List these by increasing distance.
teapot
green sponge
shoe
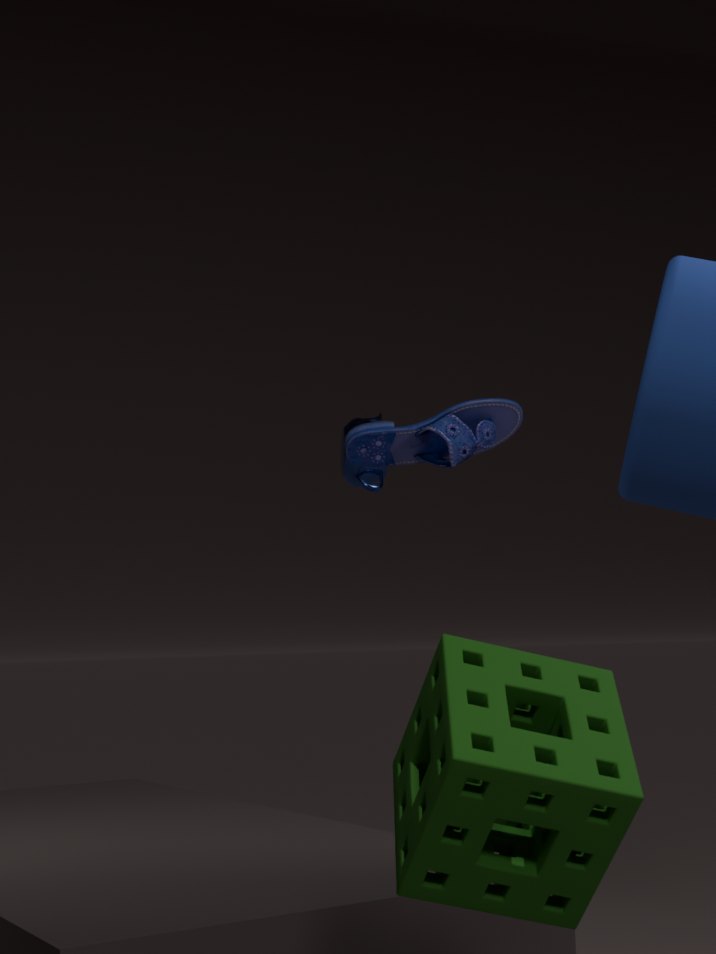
green sponge → shoe → teapot
